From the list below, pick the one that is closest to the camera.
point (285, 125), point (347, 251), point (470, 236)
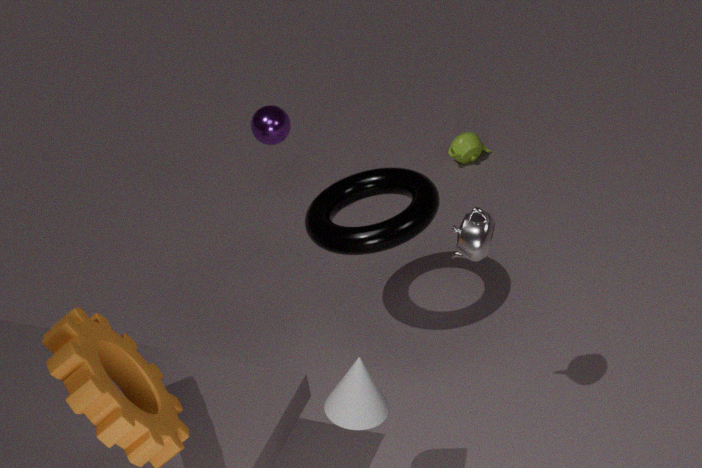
point (470, 236)
